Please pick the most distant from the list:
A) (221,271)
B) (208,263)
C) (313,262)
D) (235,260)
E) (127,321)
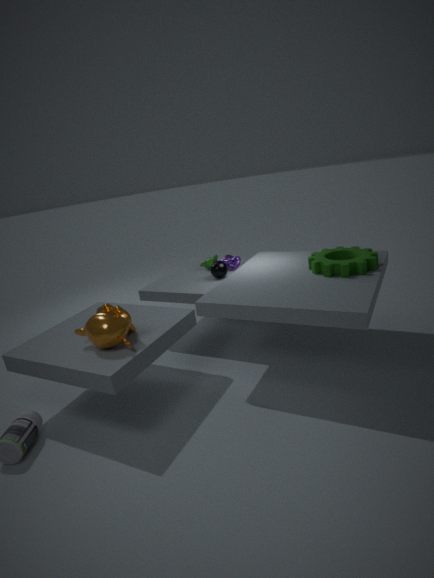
(208,263)
